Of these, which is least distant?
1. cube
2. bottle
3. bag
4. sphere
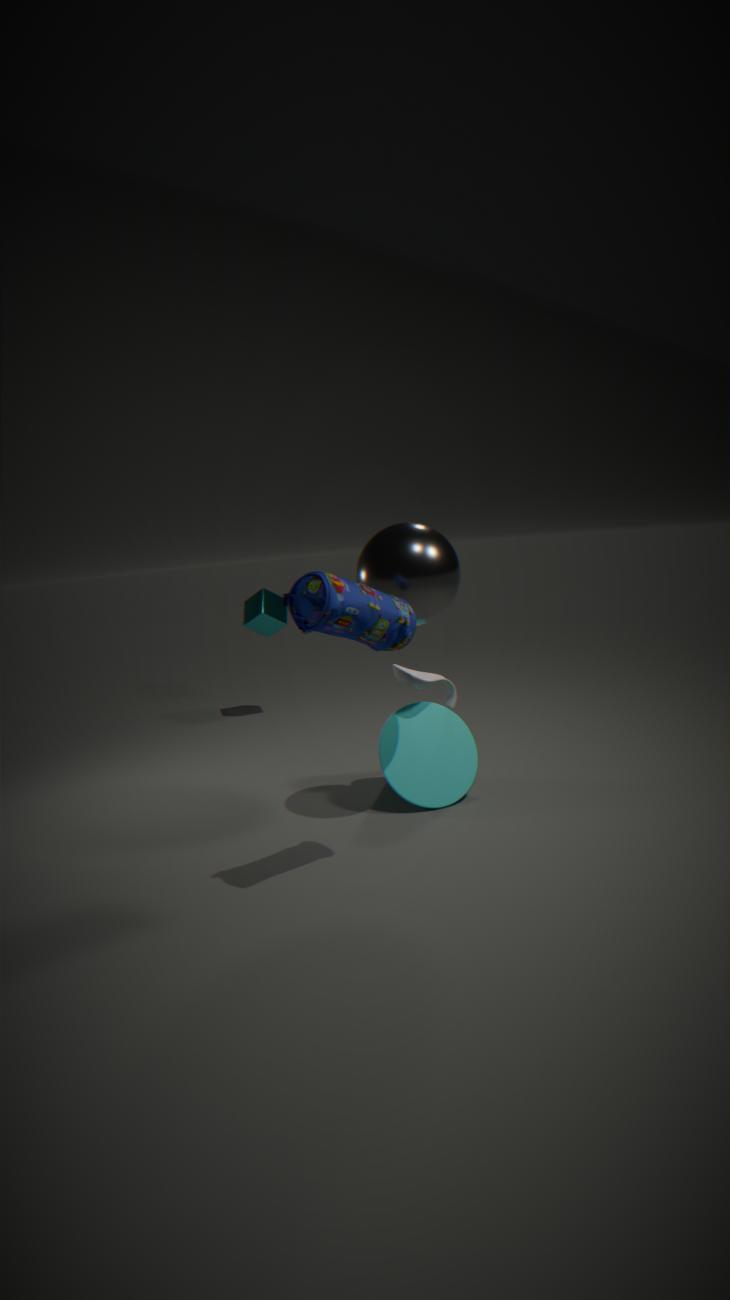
bag
